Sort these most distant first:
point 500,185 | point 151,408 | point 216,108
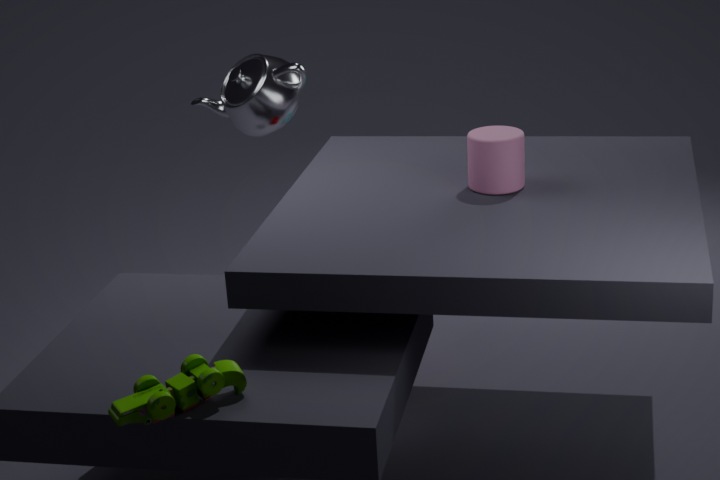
point 216,108 → point 500,185 → point 151,408
